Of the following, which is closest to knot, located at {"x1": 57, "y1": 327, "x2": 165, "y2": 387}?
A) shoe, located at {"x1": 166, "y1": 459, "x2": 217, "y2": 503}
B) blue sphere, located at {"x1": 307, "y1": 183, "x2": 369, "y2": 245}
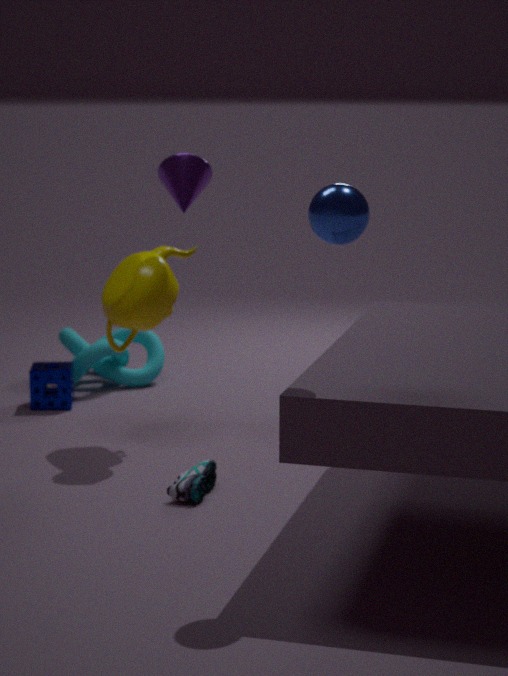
shoe, located at {"x1": 166, "y1": 459, "x2": 217, "y2": 503}
